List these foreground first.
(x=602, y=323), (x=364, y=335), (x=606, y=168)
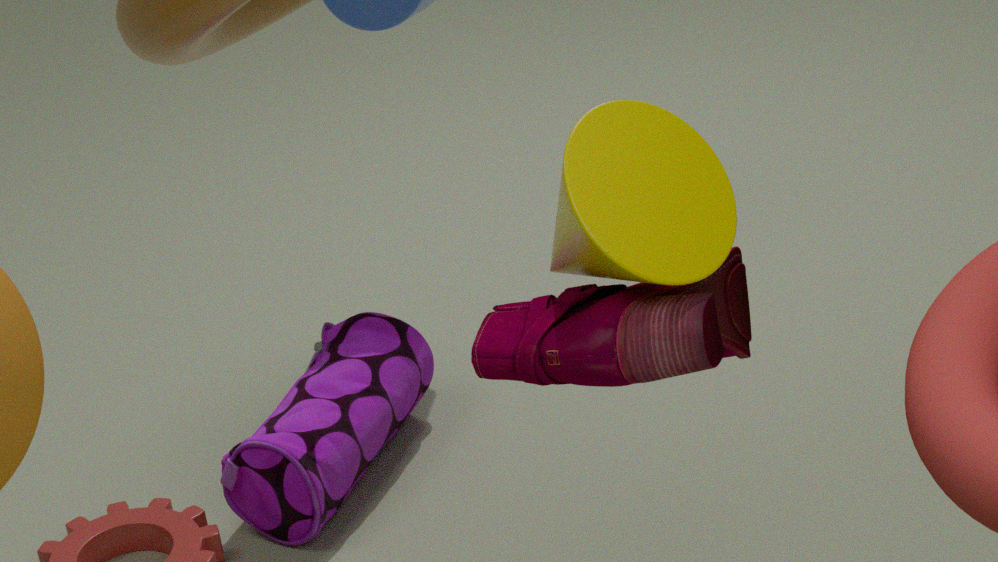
(x=606, y=168) < (x=602, y=323) < (x=364, y=335)
